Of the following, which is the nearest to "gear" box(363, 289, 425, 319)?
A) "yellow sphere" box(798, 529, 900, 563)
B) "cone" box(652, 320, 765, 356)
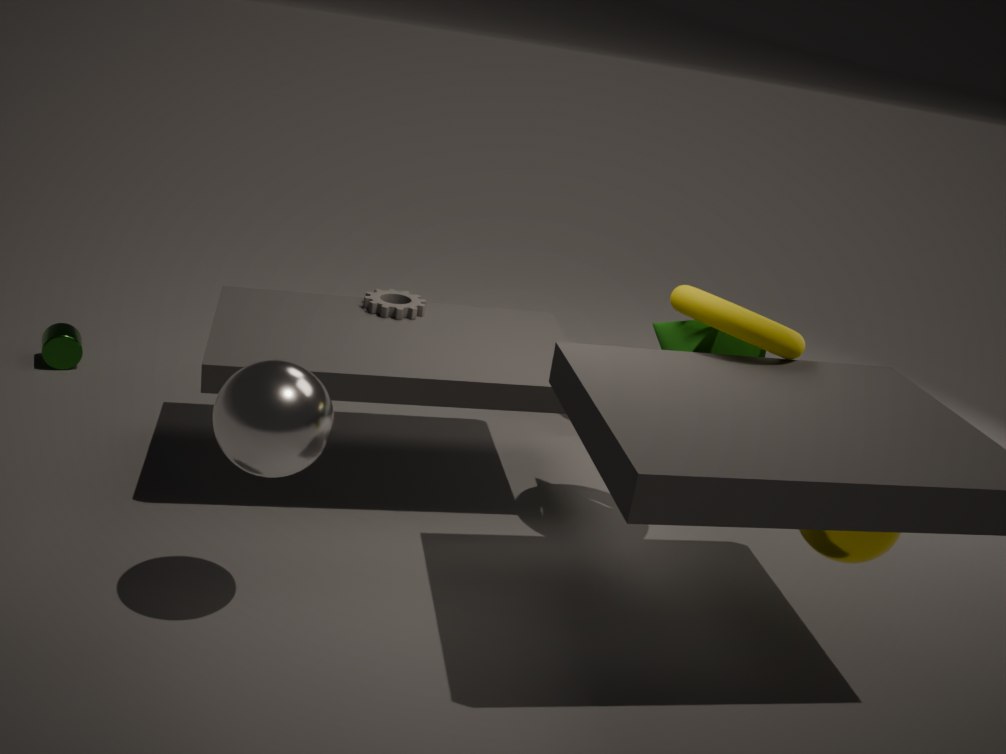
"cone" box(652, 320, 765, 356)
